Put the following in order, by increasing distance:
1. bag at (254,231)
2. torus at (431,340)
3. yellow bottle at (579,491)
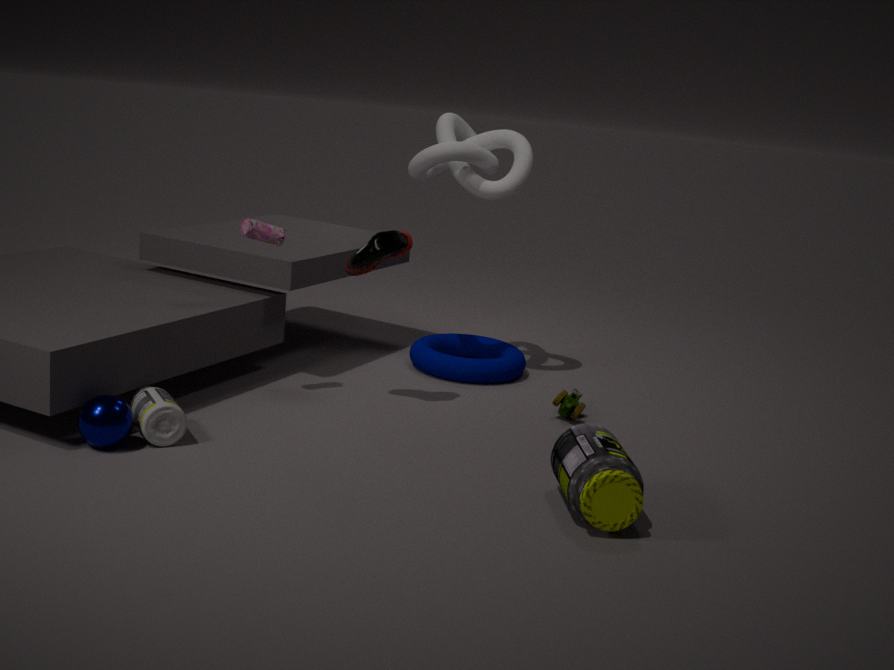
yellow bottle at (579,491) < bag at (254,231) < torus at (431,340)
